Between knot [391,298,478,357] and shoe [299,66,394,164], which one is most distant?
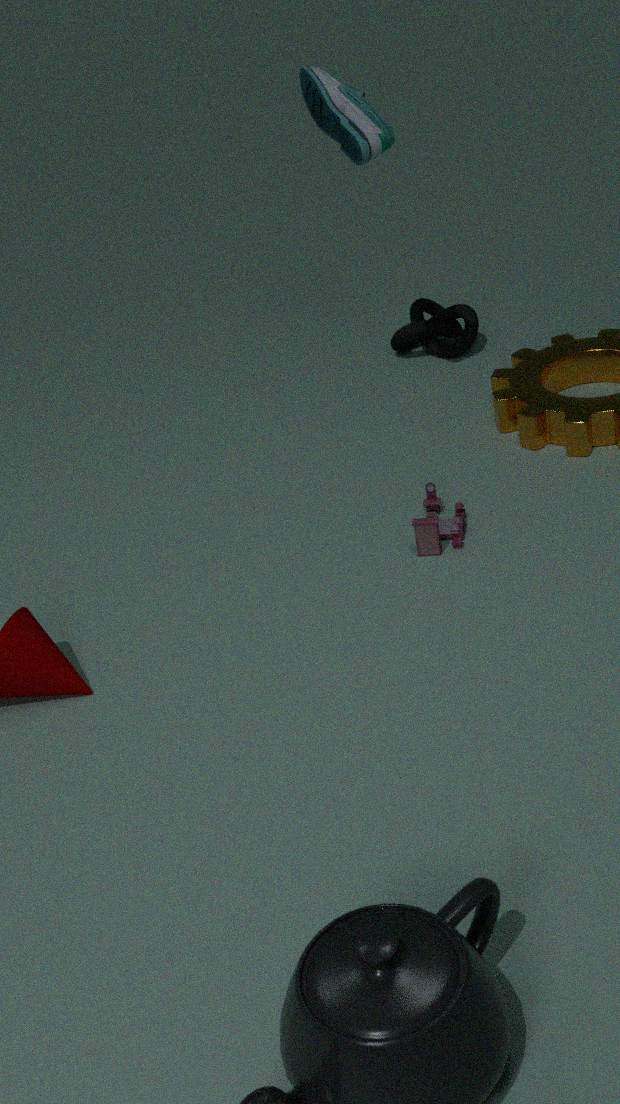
knot [391,298,478,357]
